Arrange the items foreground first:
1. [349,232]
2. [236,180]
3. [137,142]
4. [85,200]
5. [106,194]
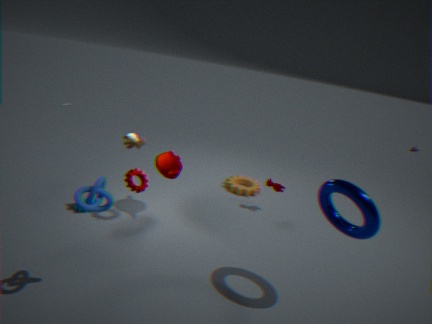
[106,194]
[349,232]
[137,142]
[85,200]
[236,180]
